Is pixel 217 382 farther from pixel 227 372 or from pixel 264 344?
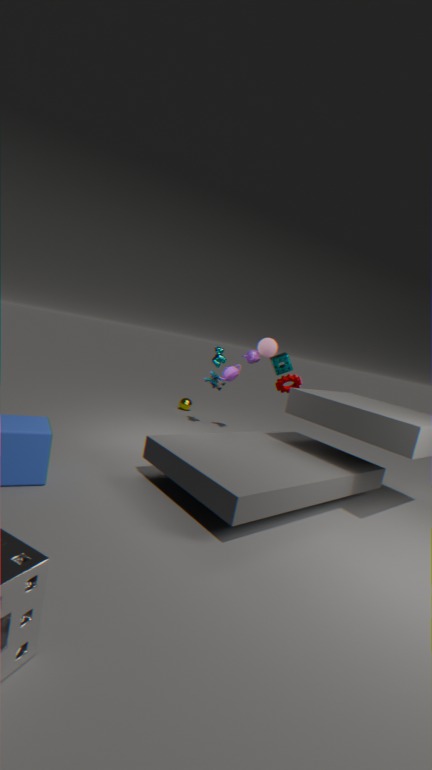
pixel 264 344
